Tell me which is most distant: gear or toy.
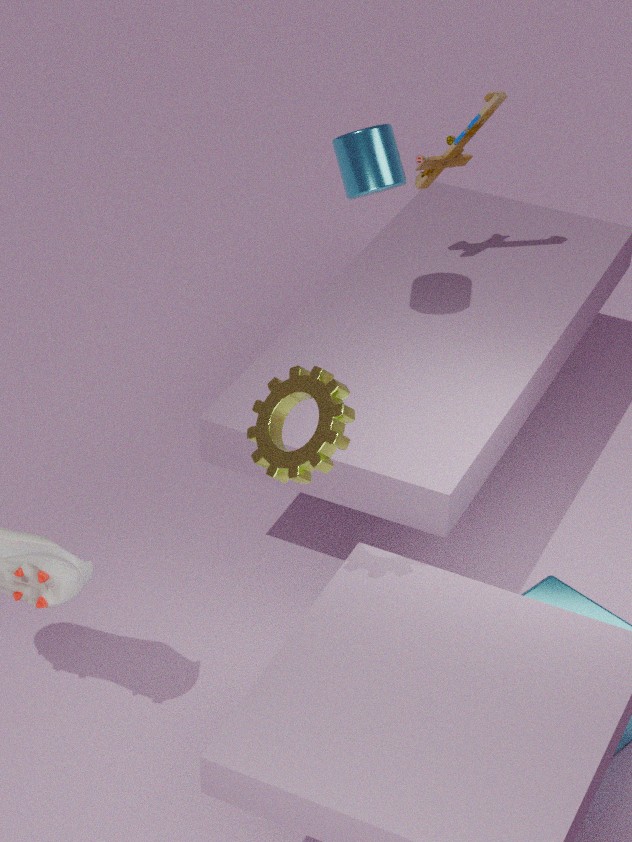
toy
